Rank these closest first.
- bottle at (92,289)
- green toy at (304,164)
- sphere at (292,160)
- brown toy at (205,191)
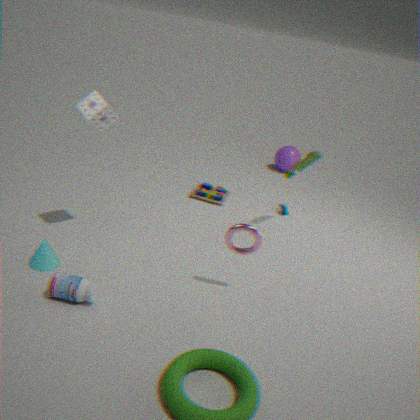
bottle at (92,289) → green toy at (304,164) → brown toy at (205,191) → sphere at (292,160)
